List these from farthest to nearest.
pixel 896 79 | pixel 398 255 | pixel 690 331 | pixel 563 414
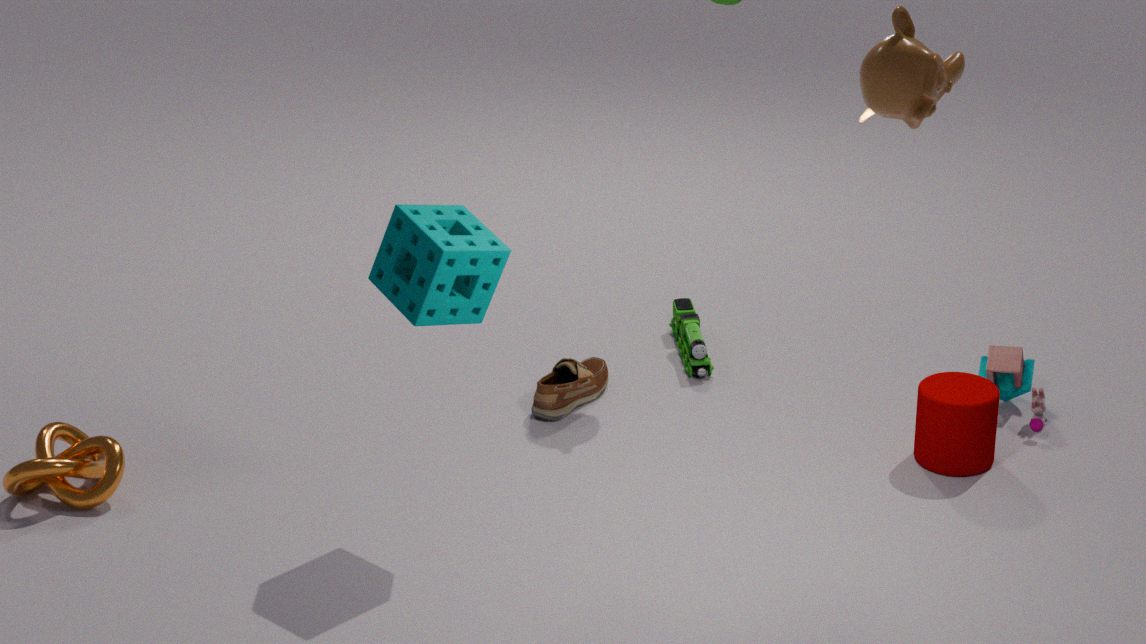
pixel 690 331, pixel 563 414, pixel 398 255, pixel 896 79
